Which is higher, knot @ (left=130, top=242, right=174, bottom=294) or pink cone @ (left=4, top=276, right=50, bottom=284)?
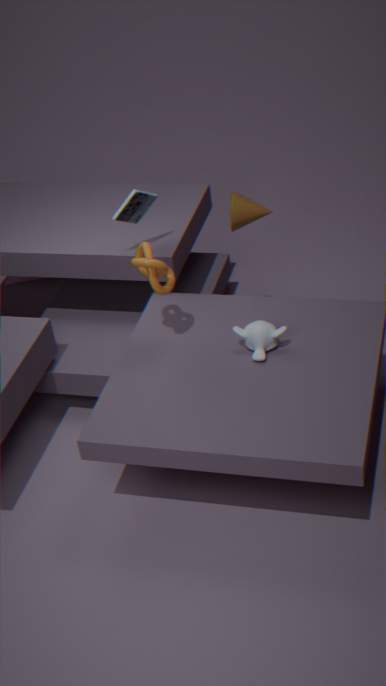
knot @ (left=130, top=242, right=174, bottom=294)
